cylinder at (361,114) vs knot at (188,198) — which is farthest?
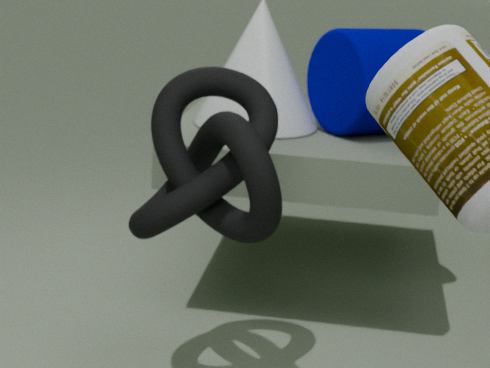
cylinder at (361,114)
